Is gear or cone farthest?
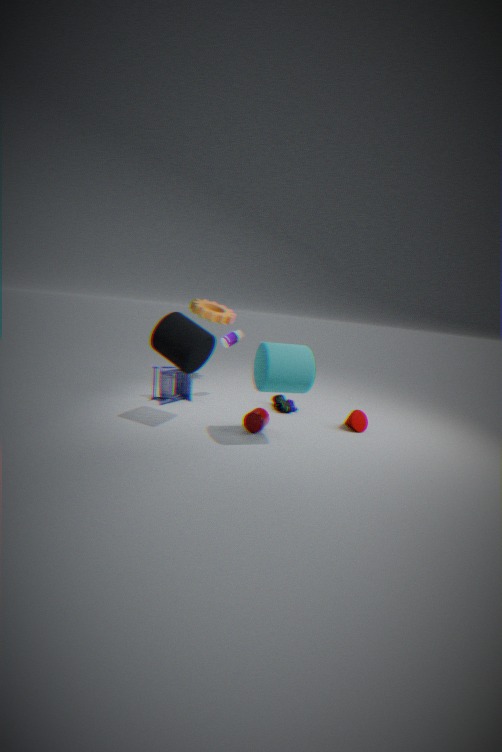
gear
